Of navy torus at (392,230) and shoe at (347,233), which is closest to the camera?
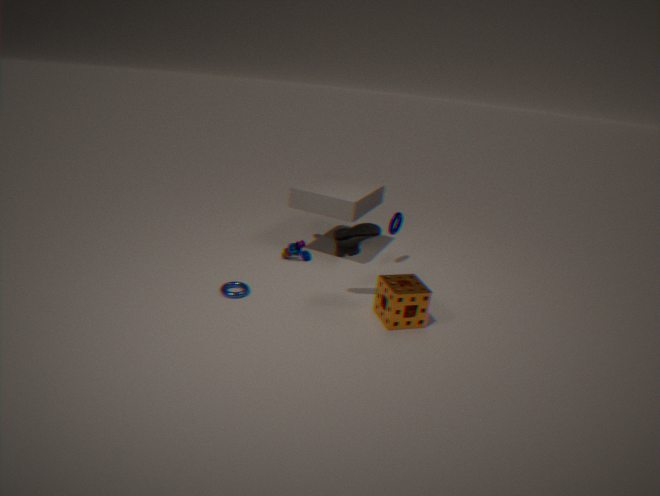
shoe at (347,233)
